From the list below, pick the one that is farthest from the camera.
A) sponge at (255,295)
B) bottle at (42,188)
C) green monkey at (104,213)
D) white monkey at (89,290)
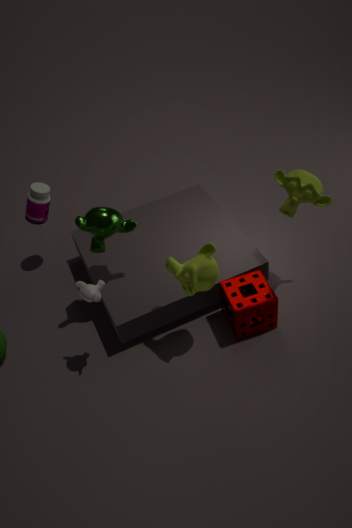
bottle at (42,188)
